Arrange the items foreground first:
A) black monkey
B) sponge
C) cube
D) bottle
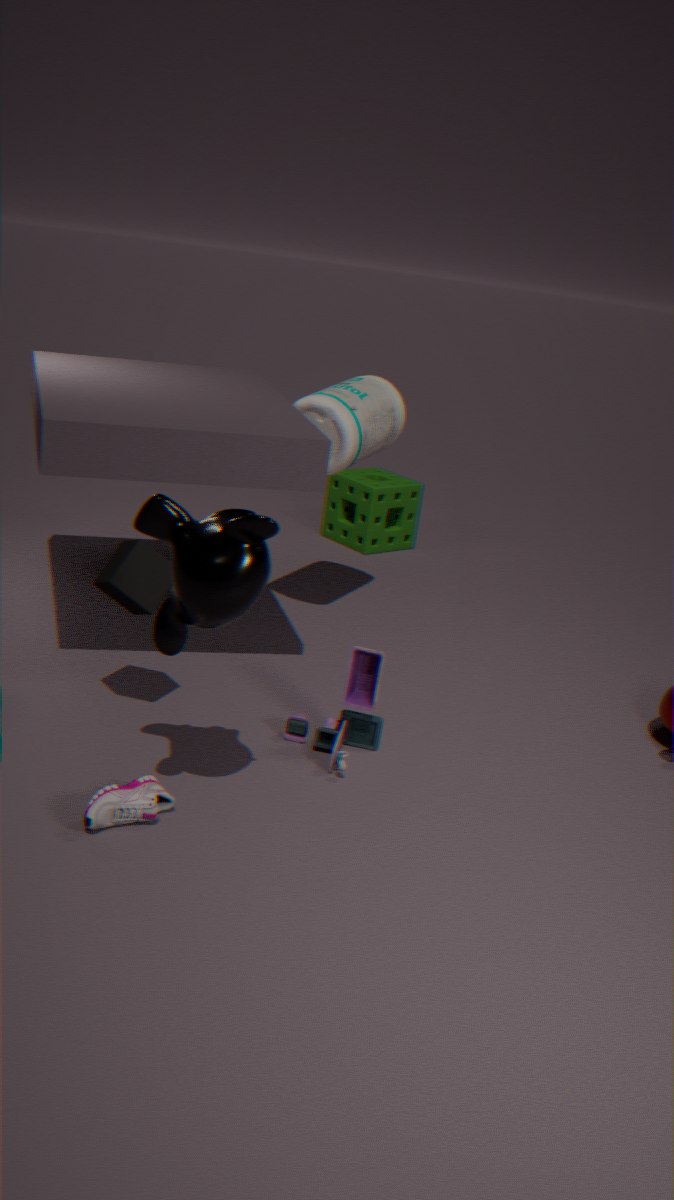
black monkey → cube → bottle → sponge
